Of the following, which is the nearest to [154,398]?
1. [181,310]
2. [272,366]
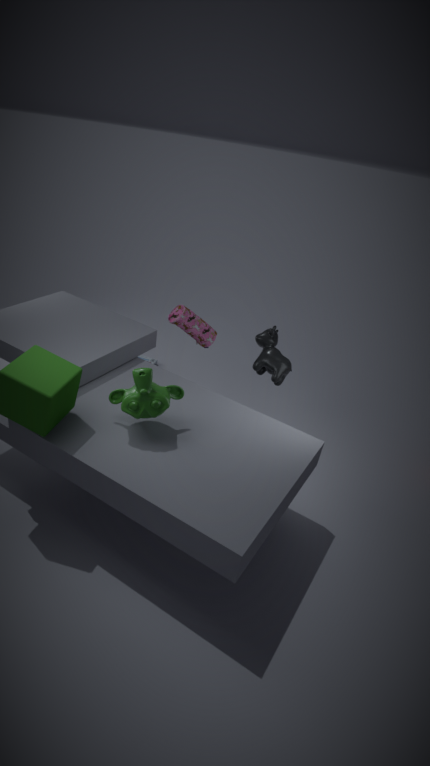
[181,310]
